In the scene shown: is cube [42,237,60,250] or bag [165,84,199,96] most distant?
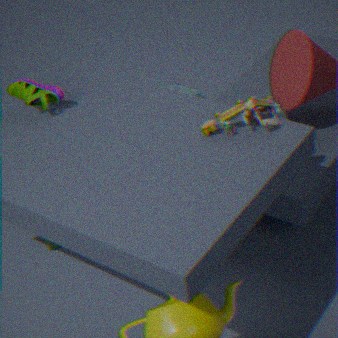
bag [165,84,199,96]
